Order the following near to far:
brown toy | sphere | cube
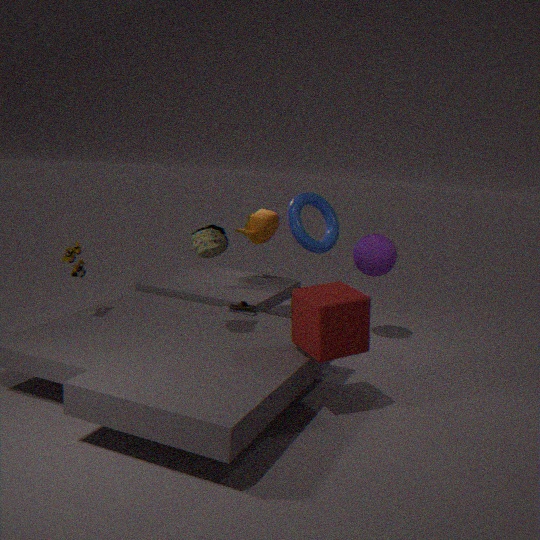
cube
brown toy
sphere
